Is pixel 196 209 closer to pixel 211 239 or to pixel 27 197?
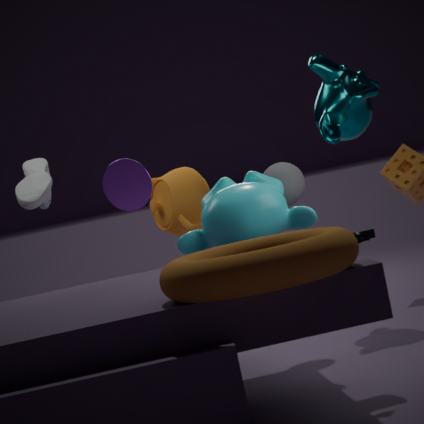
pixel 27 197
